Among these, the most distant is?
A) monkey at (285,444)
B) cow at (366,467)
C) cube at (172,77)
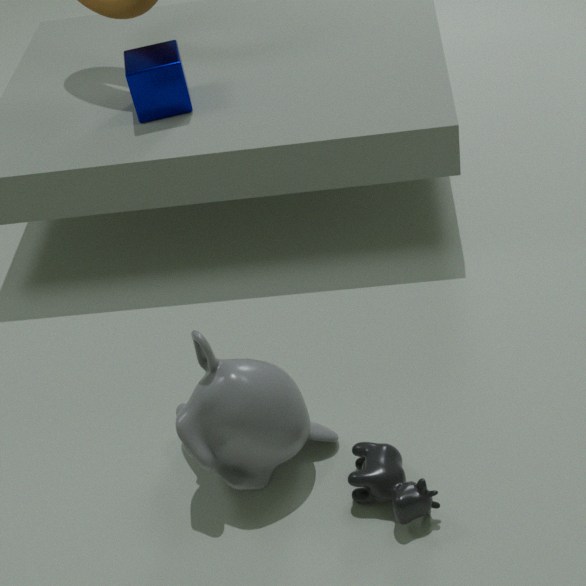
cube at (172,77)
